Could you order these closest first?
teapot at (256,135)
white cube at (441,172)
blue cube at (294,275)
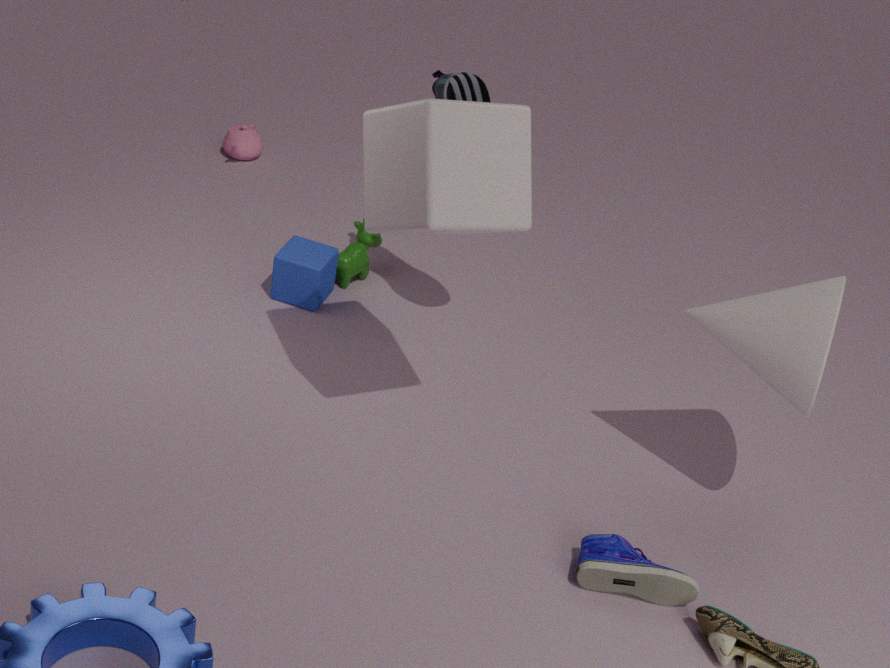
white cube at (441,172)
blue cube at (294,275)
teapot at (256,135)
